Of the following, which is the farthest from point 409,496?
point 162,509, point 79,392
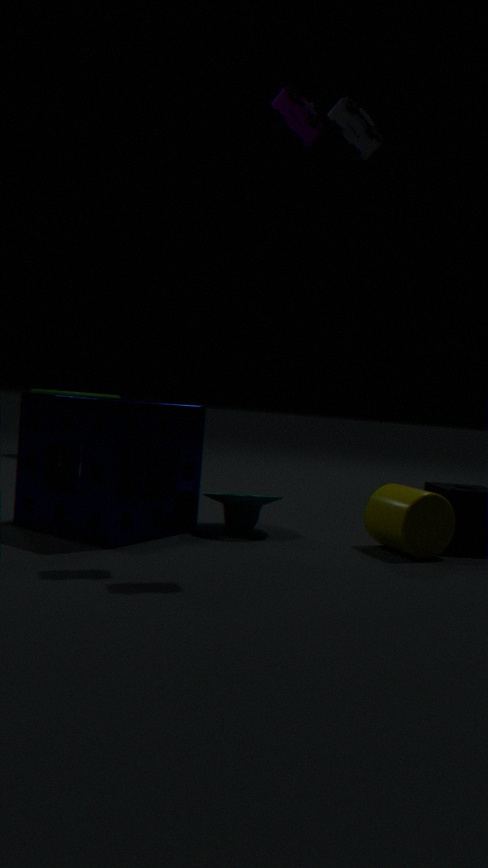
point 79,392
